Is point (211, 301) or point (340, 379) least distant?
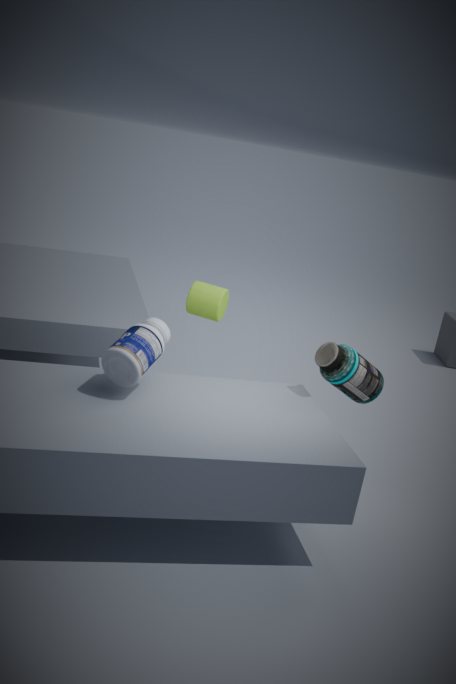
point (340, 379)
